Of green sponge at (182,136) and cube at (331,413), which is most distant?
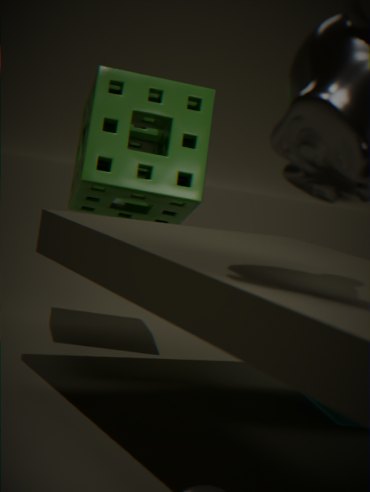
green sponge at (182,136)
